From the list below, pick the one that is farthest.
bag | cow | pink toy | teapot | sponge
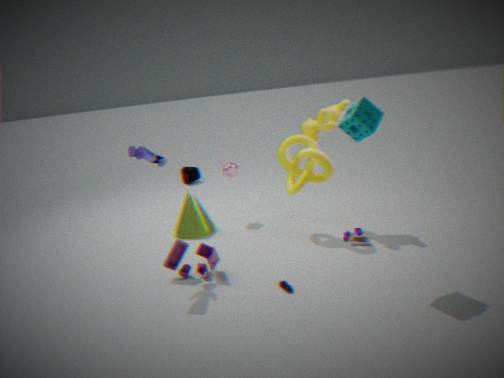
bag
